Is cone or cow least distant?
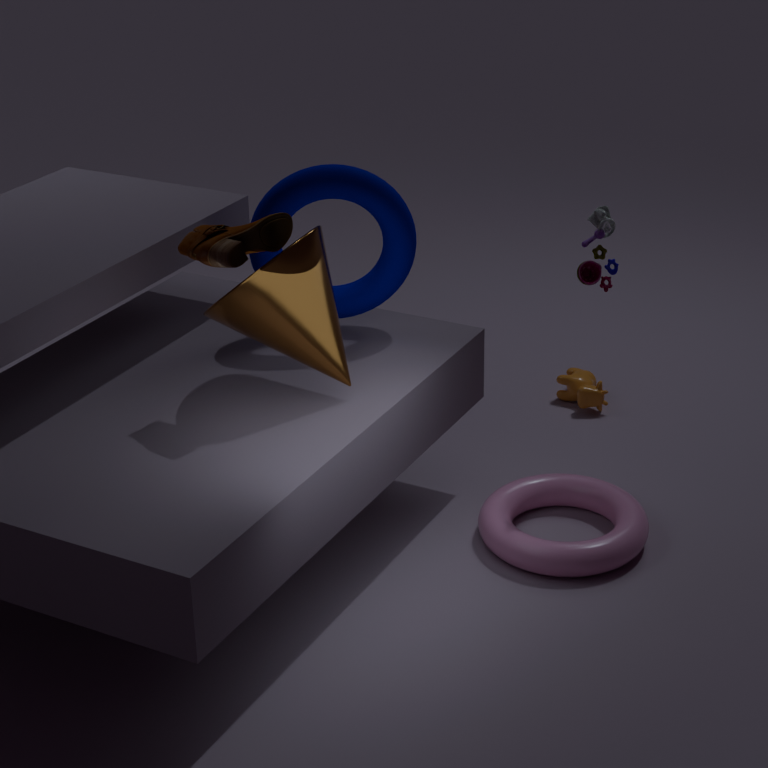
cone
